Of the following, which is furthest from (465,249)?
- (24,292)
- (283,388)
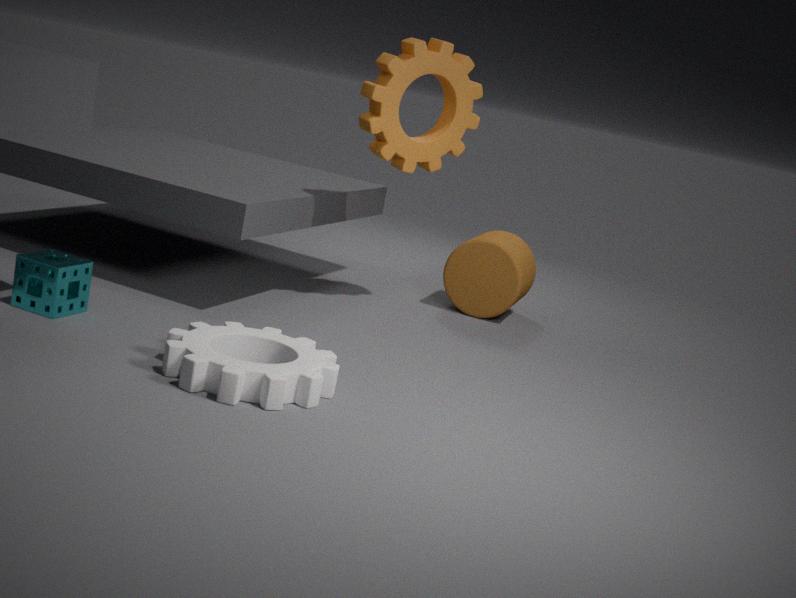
(24,292)
